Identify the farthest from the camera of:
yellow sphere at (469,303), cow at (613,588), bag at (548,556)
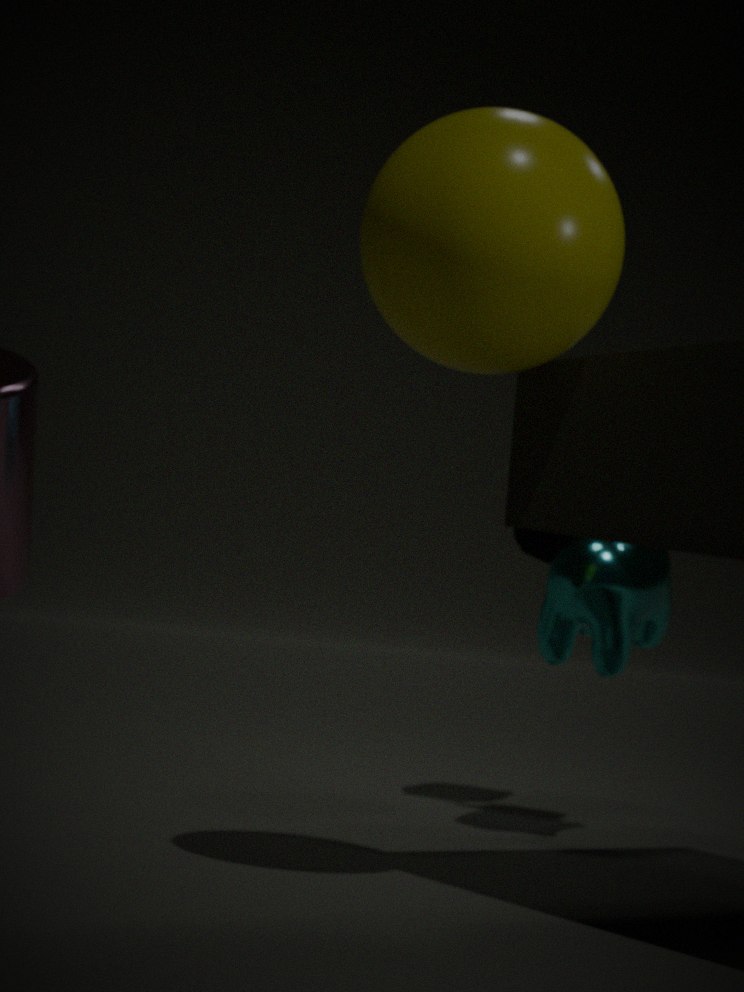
bag at (548,556)
